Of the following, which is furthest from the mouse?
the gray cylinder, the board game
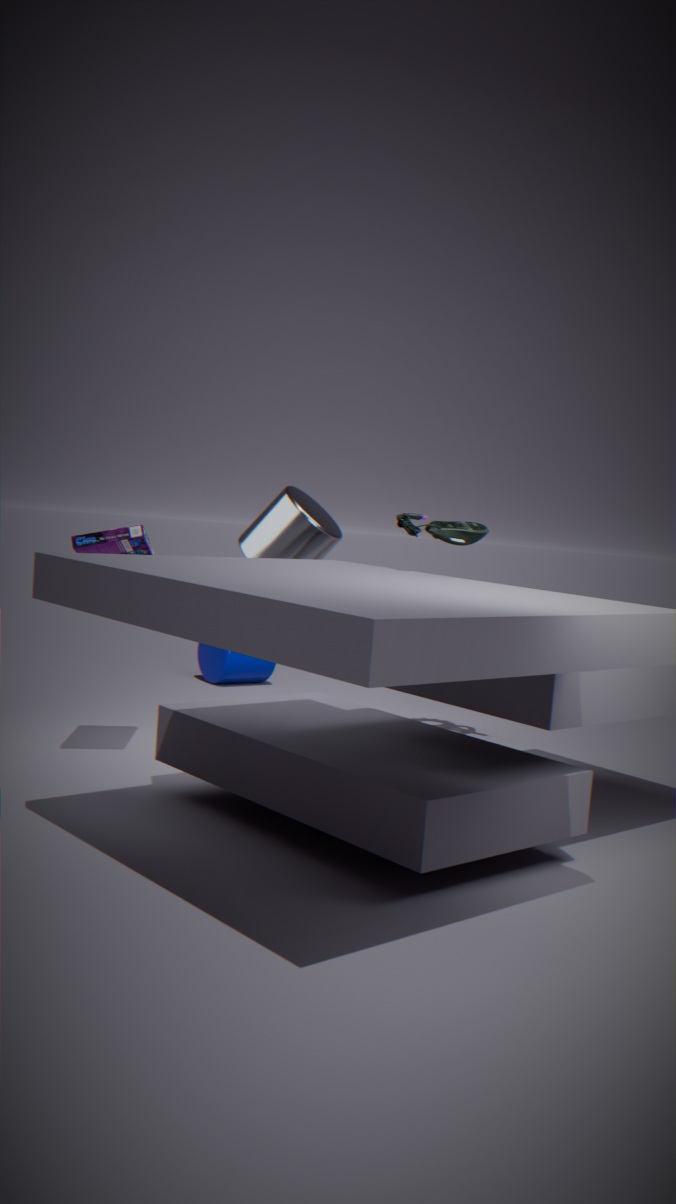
the gray cylinder
